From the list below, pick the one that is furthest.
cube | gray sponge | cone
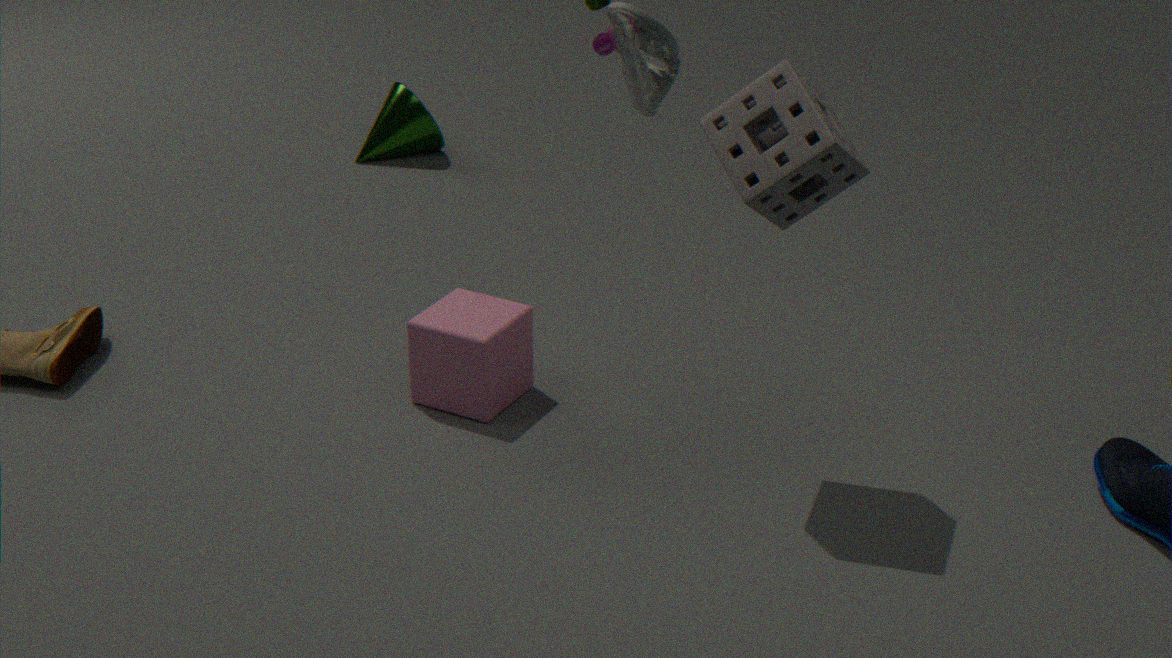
cone
